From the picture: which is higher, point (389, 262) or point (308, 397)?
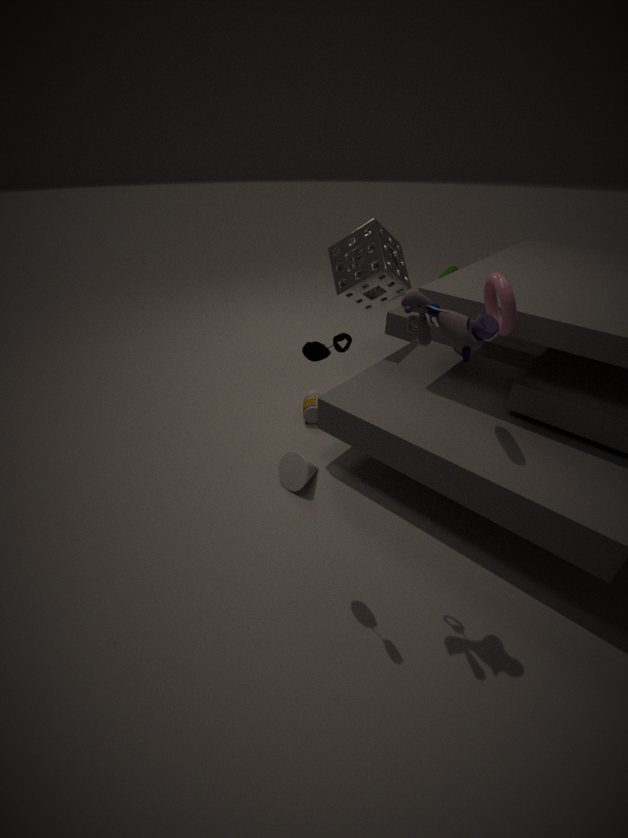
point (389, 262)
